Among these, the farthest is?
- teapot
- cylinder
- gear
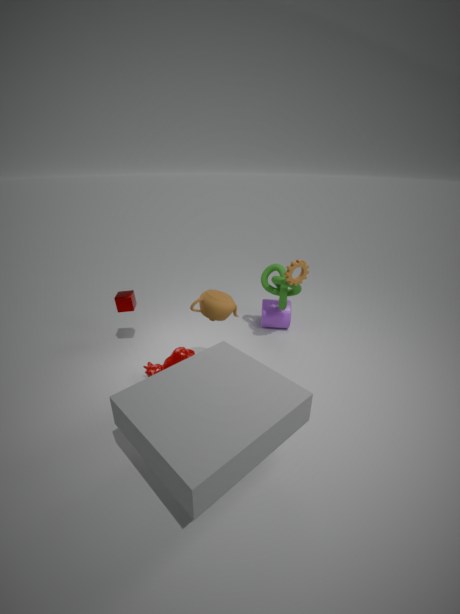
cylinder
